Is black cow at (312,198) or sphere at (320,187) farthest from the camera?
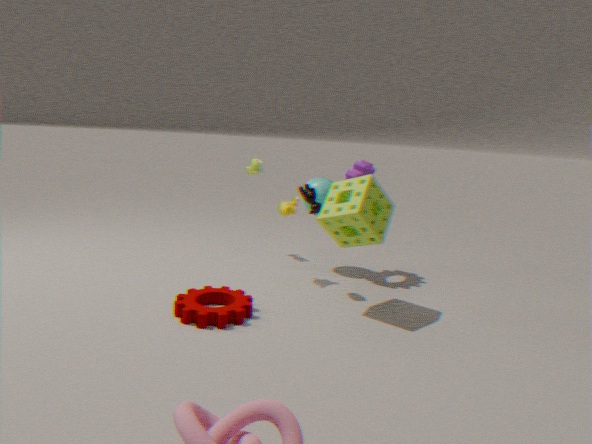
sphere at (320,187)
